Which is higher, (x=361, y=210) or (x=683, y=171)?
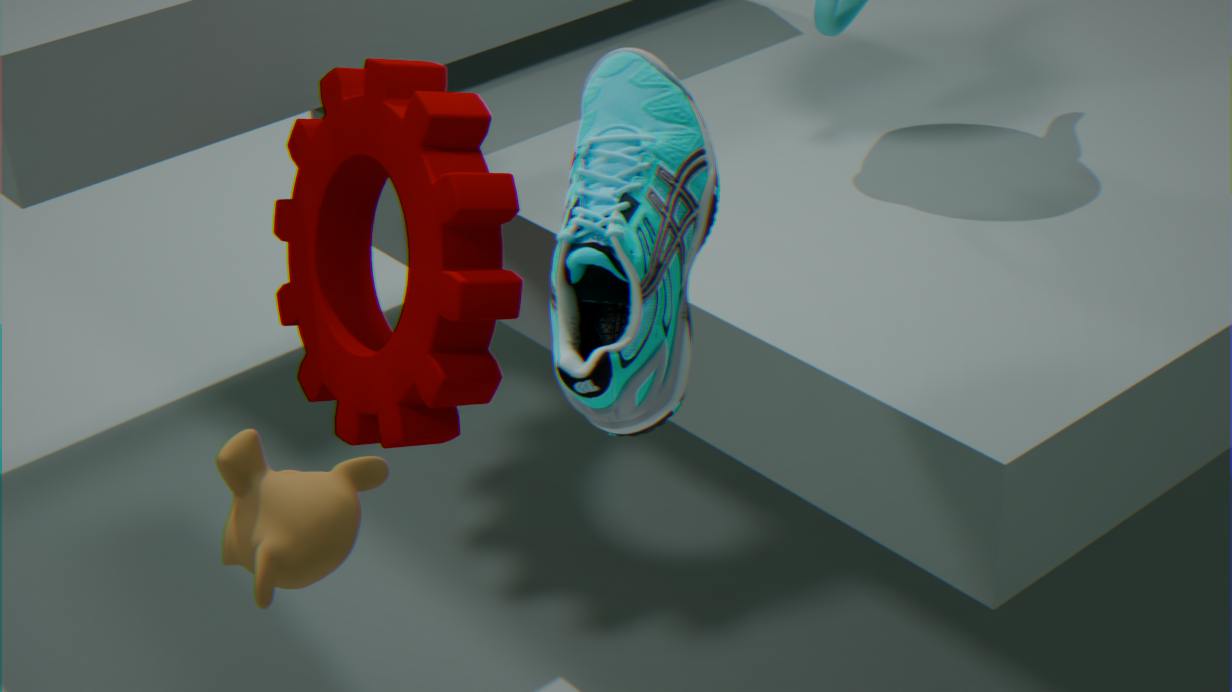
(x=683, y=171)
